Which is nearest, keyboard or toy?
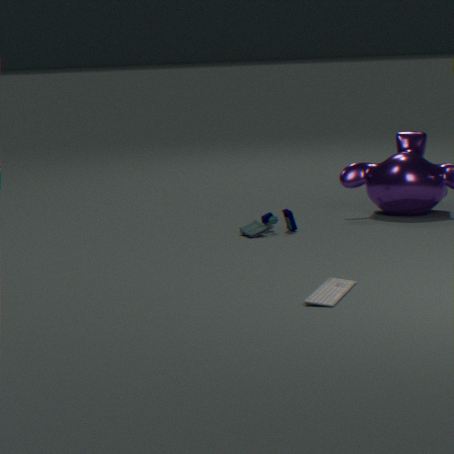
keyboard
